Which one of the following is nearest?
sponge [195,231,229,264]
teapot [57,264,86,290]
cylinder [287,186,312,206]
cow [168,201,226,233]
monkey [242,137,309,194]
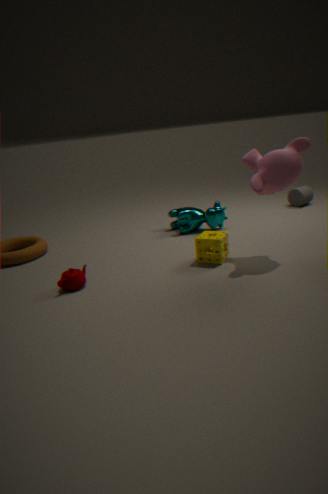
monkey [242,137,309,194]
